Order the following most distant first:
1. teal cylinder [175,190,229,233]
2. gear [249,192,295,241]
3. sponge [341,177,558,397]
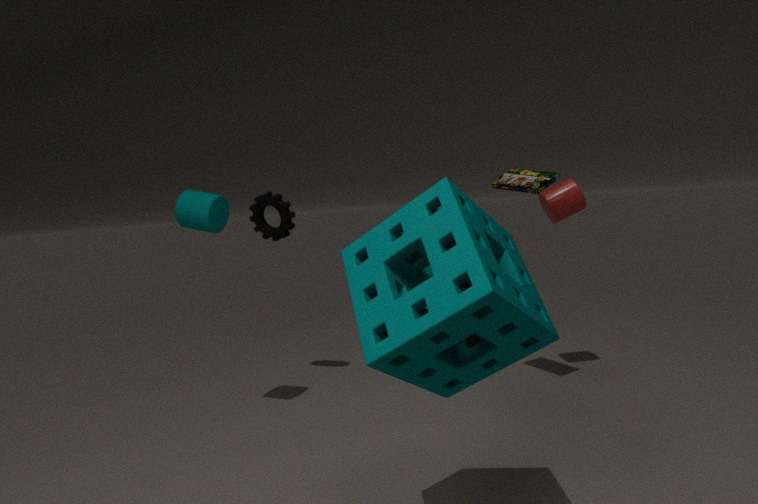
gear [249,192,295,241] < teal cylinder [175,190,229,233] < sponge [341,177,558,397]
